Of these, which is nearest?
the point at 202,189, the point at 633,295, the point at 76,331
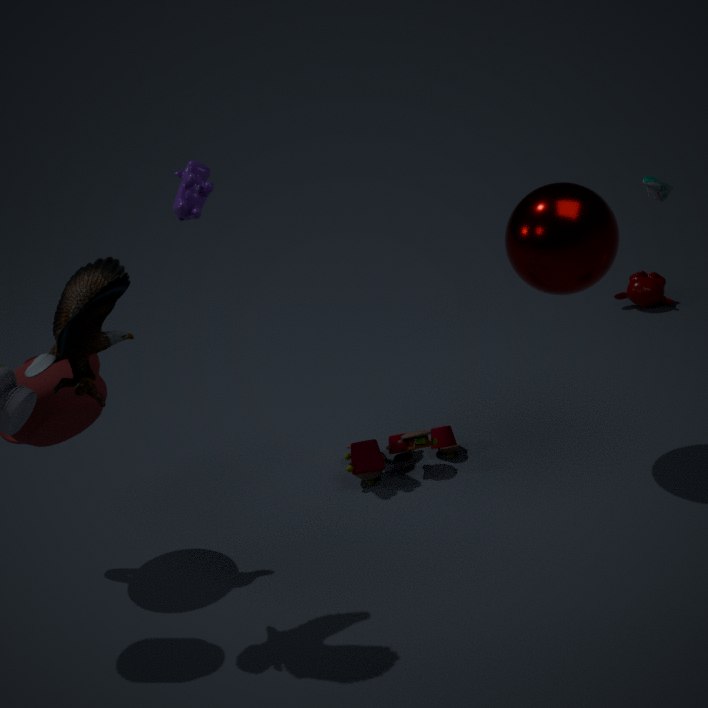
the point at 76,331
